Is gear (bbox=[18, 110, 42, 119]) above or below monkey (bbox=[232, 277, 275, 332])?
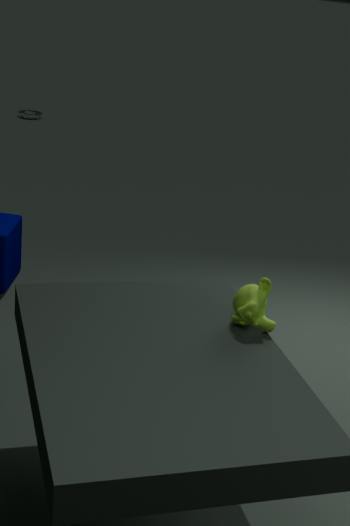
below
